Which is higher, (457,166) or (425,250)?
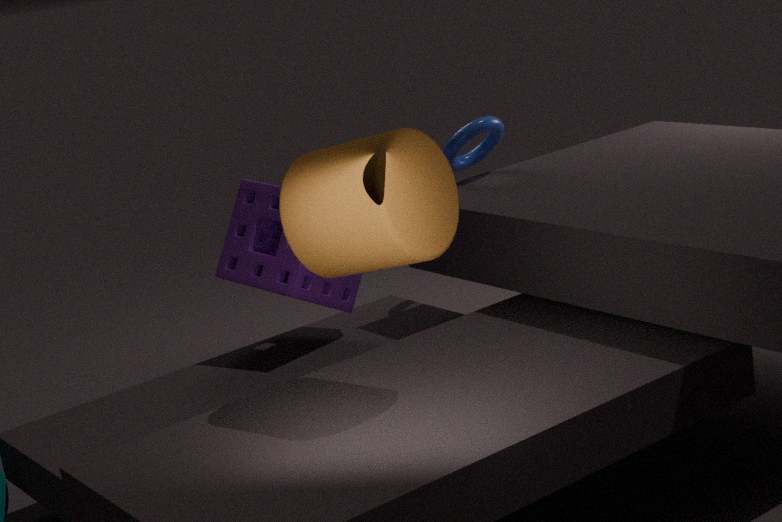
(425,250)
